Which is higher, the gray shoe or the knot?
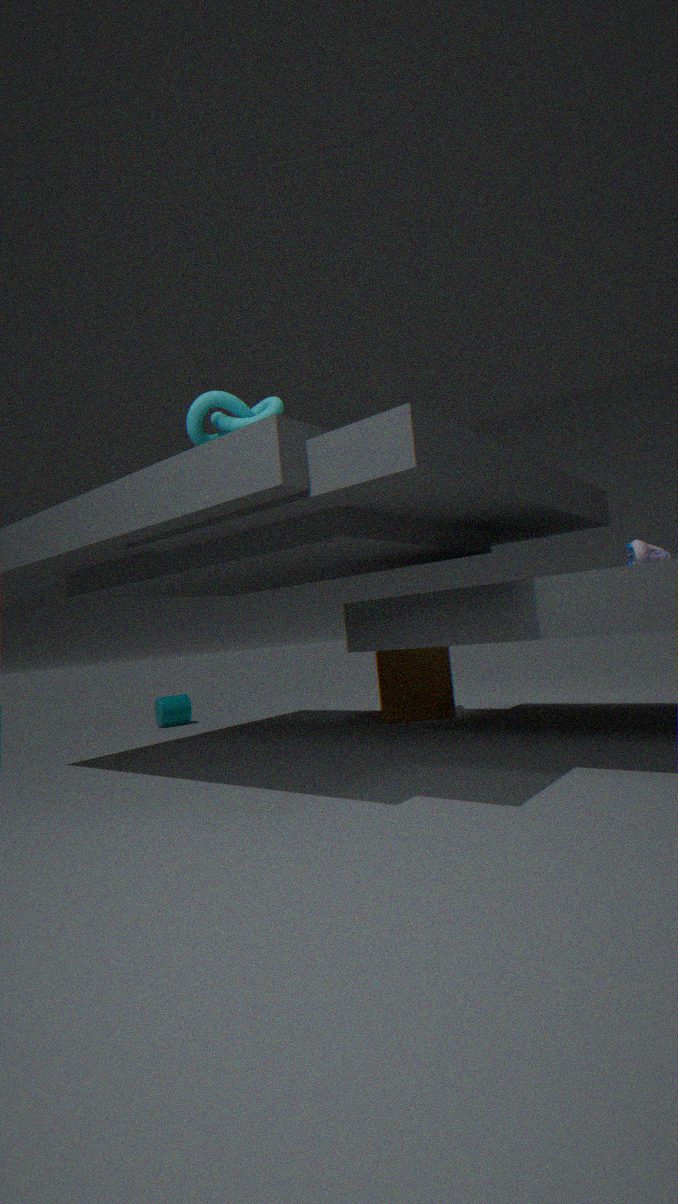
the knot
